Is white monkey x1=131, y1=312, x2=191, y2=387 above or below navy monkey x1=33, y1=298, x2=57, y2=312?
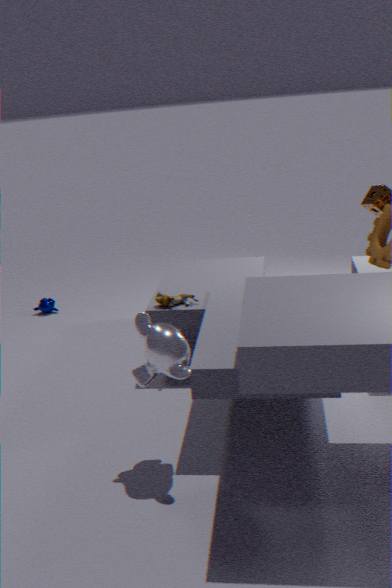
above
